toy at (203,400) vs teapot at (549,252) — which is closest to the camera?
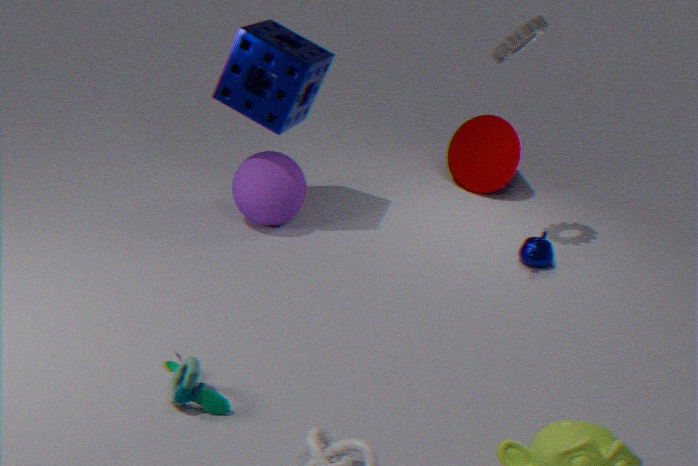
toy at (203,400)
